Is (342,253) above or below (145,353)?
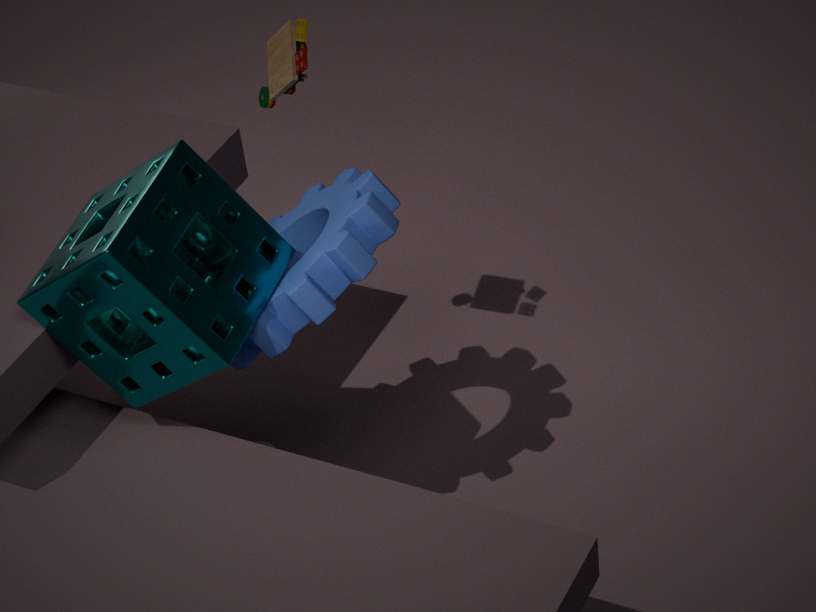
below
